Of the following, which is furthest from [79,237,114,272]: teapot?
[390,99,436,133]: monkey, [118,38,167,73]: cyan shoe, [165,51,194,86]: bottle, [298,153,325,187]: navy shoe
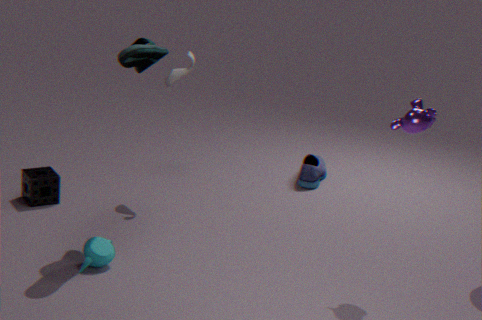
[298,153,325,187]: navy shoe
